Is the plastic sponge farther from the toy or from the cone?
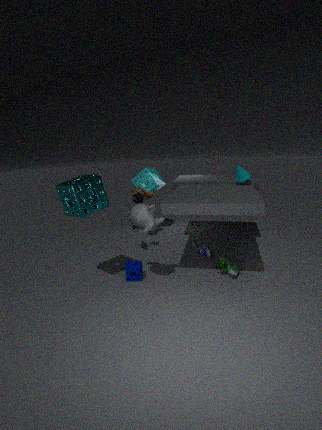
the toy
